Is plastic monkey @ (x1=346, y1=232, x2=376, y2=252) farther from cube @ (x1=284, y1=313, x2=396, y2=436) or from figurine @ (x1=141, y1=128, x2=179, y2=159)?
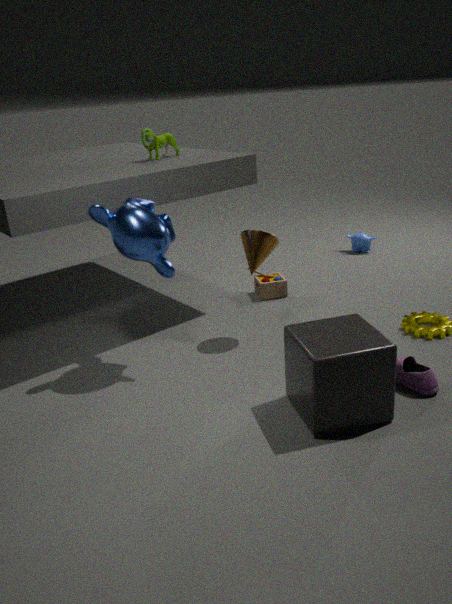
cube @ (x1=284, y1=313, x2=396, y2=436)
